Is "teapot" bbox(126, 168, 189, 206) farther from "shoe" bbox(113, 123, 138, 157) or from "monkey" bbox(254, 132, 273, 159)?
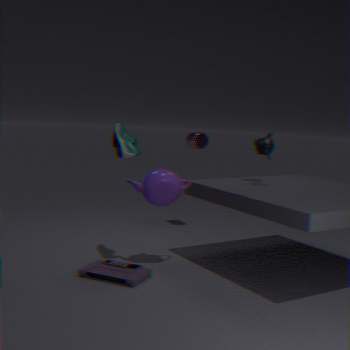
"monkey" bbox(254, 132, 273, 159)
